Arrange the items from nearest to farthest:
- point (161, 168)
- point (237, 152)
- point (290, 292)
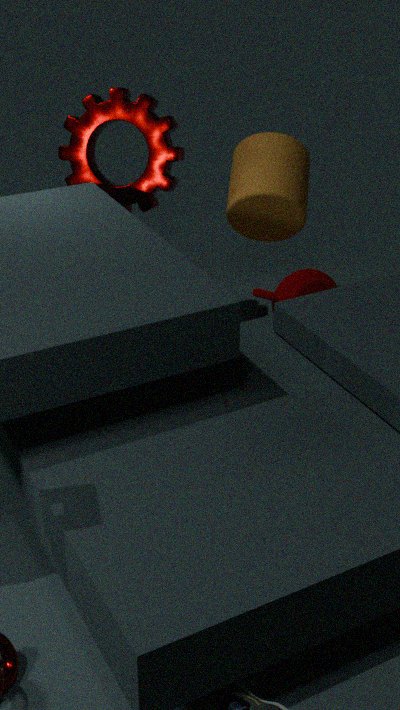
Answer: 1. point (161, 168)
2. point (290, 292)
3. point (237, 152)
